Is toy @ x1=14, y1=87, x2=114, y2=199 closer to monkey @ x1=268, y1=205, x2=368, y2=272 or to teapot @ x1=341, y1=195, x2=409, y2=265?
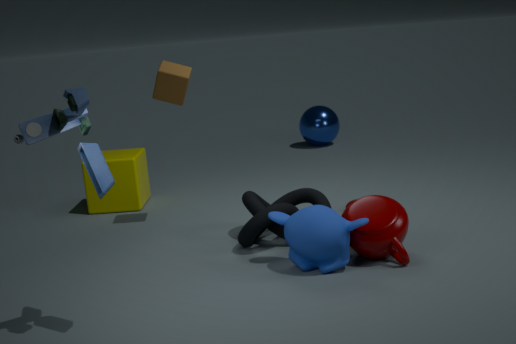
monkey @ x1=268, y1=205, x2=368, y2=272
